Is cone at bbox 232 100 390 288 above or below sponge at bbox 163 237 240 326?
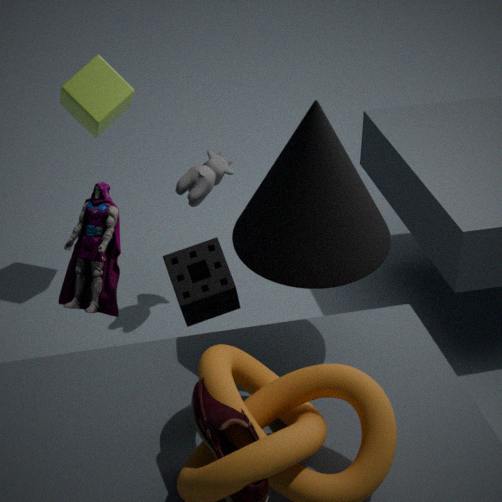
above
